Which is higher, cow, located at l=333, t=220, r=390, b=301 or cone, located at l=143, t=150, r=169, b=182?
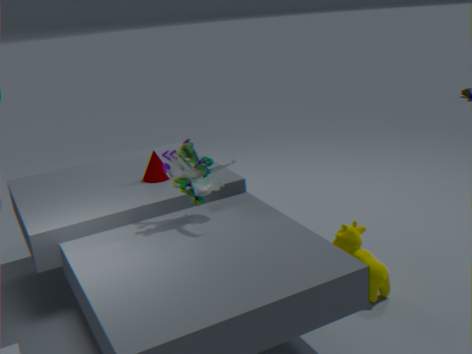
cone, located at l=143, t=150, r=169, b=182
